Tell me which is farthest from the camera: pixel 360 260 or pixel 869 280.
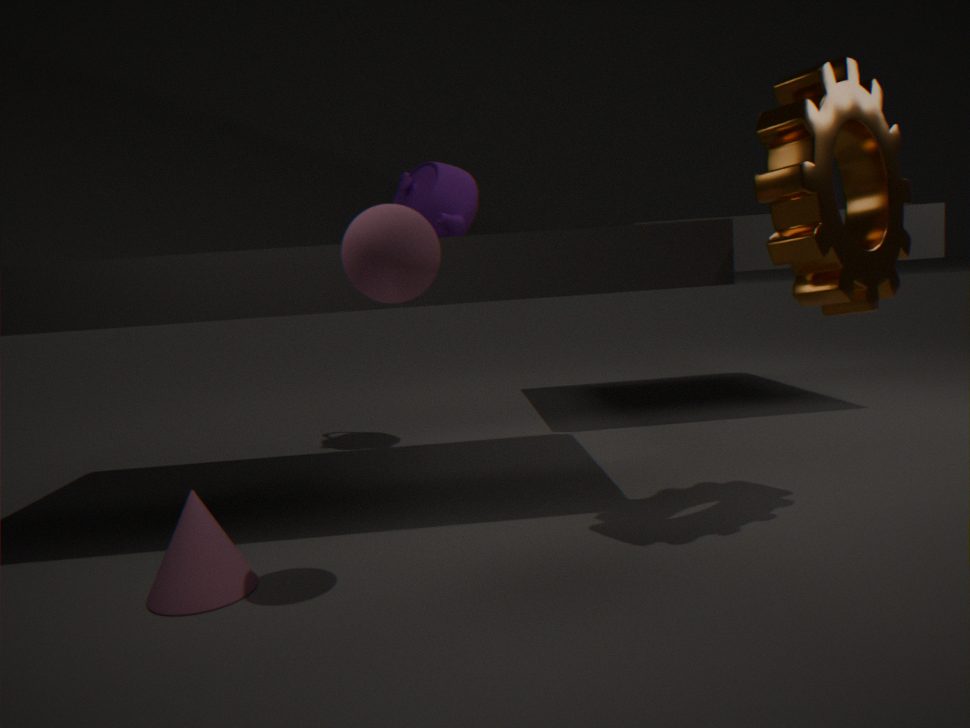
pixel 869 280
